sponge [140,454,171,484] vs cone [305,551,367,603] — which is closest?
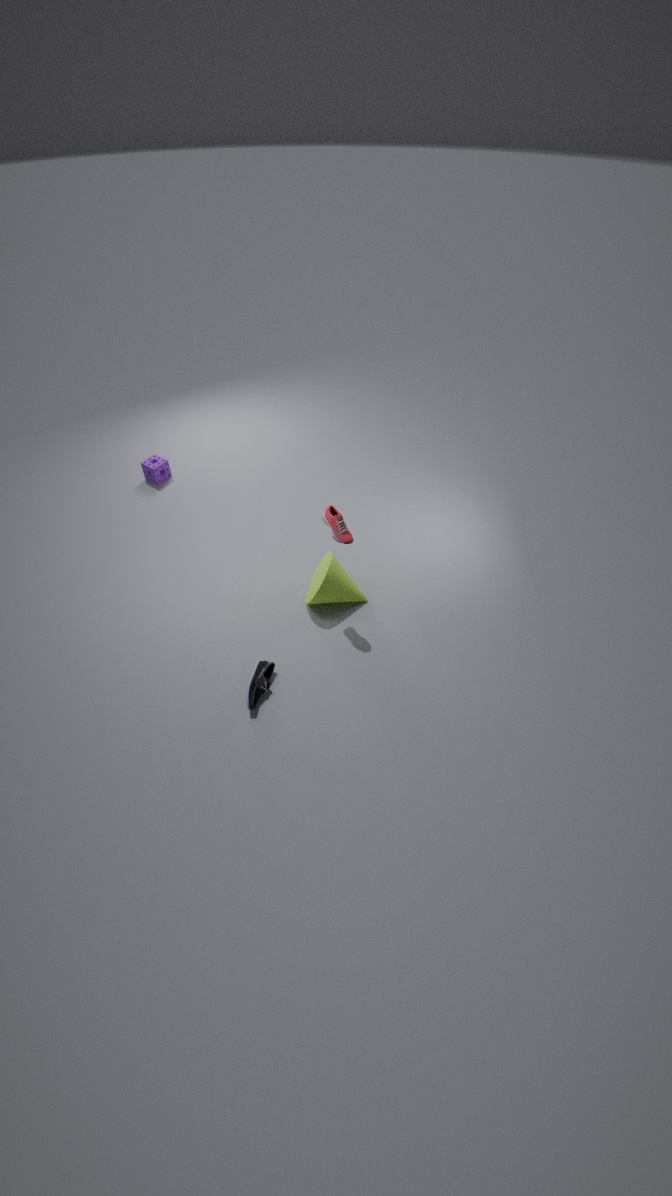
cone [305,551,367,603]
